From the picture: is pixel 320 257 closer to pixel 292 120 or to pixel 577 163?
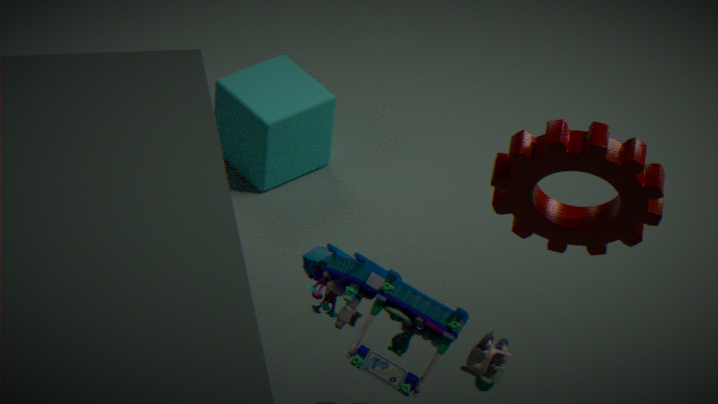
pixel 577 163
